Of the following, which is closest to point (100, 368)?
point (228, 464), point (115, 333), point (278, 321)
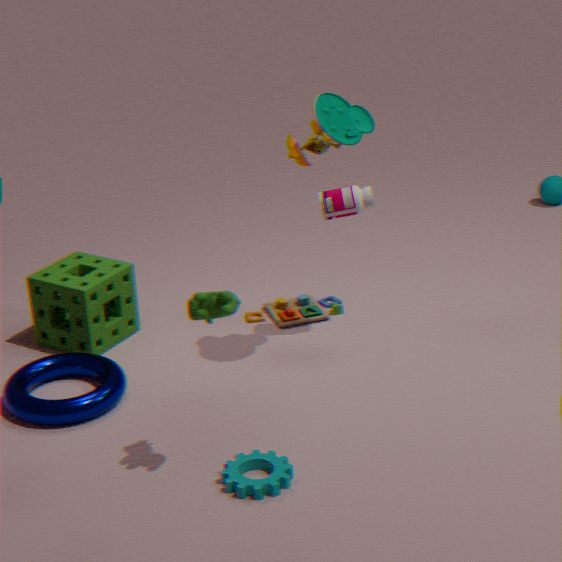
point (115, 333)
